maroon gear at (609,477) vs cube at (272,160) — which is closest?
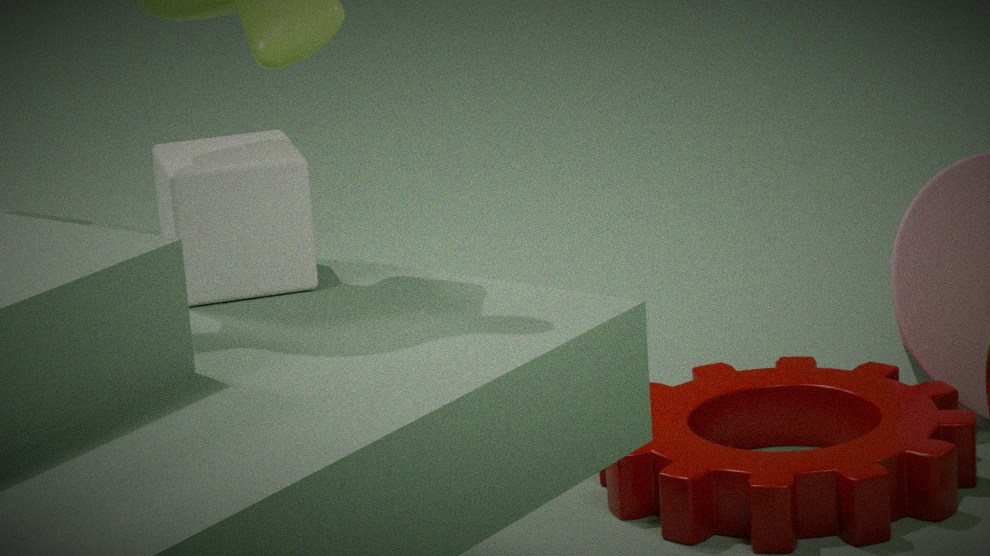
cube at (272,160)
